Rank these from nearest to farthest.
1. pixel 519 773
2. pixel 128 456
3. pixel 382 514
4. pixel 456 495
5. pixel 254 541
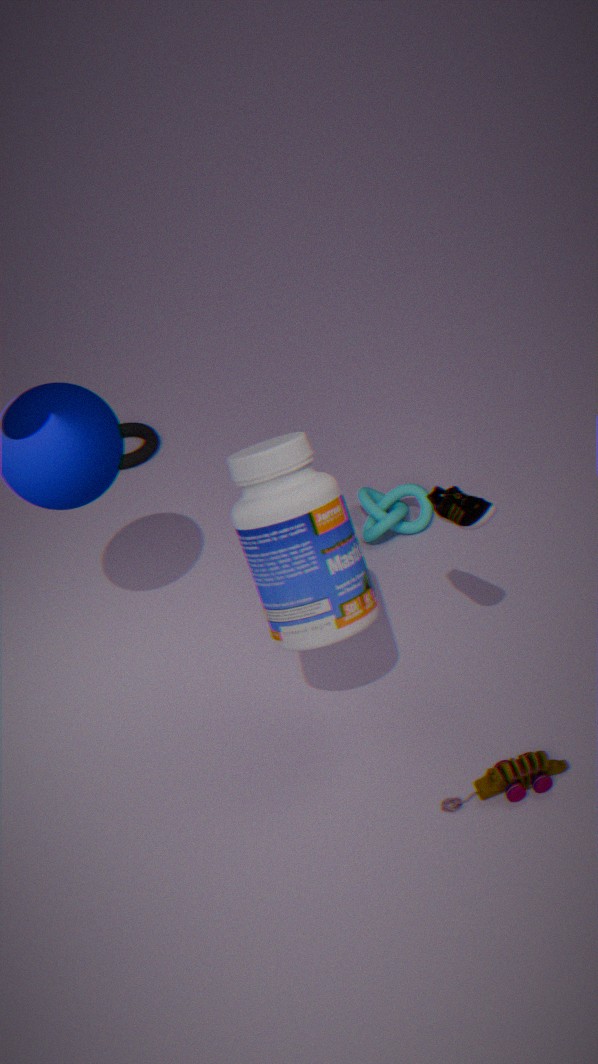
1. pixel 254 541
2. pixel 456 495
3. pixel 519 773
4. pixel 382 514
5. pixel 128 456
